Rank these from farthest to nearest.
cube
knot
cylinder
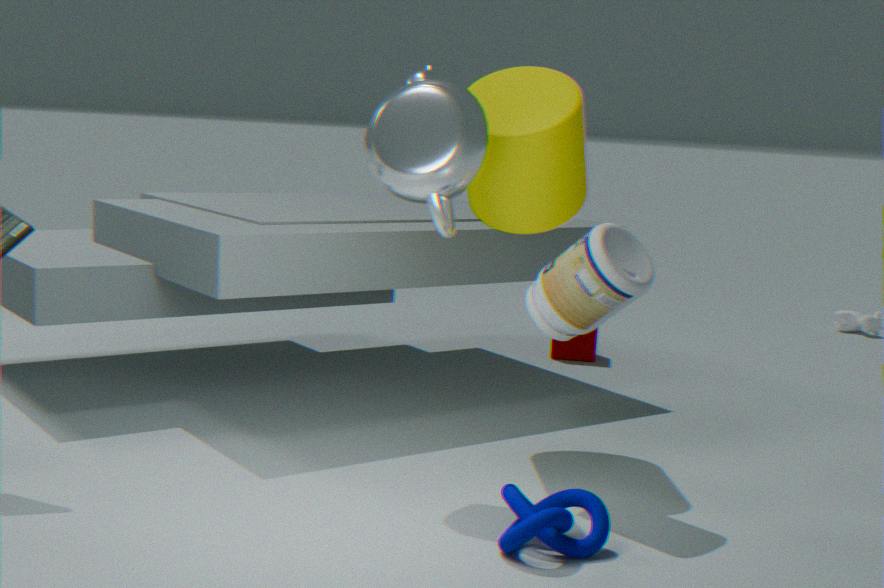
1. cube
2. cylinder
3. knot
